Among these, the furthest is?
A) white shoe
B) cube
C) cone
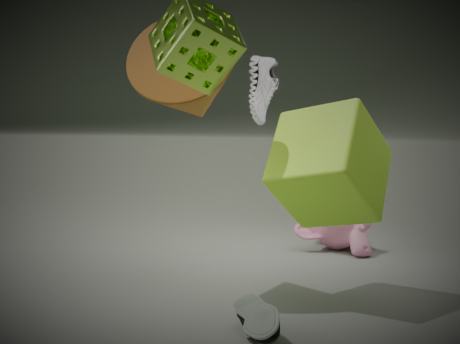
white shoe
